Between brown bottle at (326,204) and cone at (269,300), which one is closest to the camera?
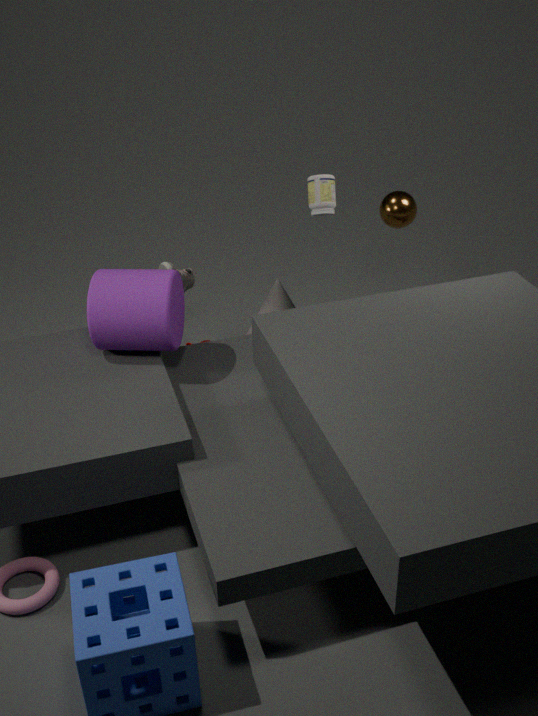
brown bottle at (326,204)
